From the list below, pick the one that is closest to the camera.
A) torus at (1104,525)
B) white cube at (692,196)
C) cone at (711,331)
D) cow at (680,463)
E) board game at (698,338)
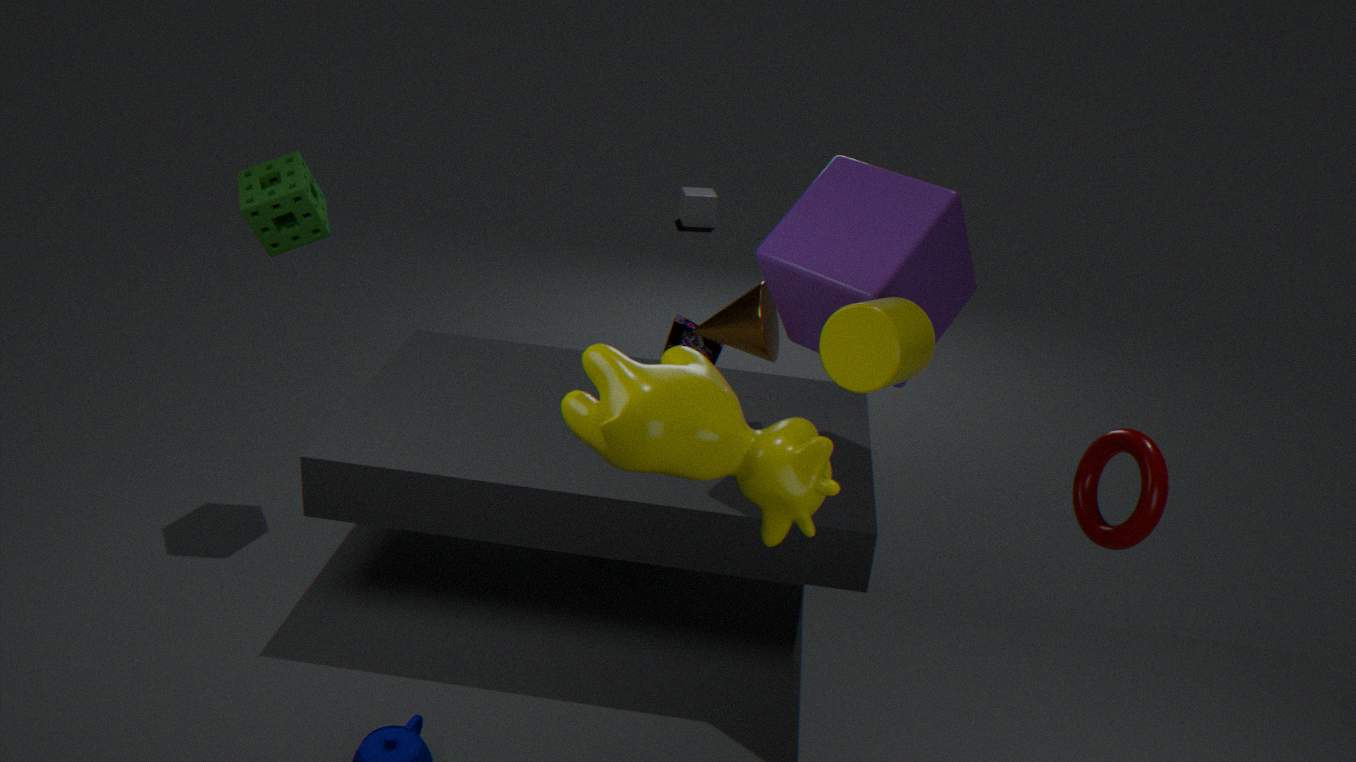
cow at (680,463)
